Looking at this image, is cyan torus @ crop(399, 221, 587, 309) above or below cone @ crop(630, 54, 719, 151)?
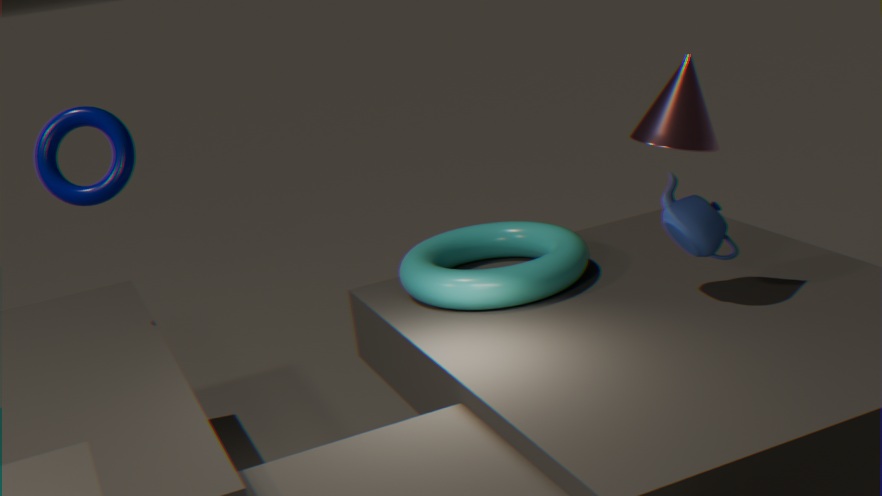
below
